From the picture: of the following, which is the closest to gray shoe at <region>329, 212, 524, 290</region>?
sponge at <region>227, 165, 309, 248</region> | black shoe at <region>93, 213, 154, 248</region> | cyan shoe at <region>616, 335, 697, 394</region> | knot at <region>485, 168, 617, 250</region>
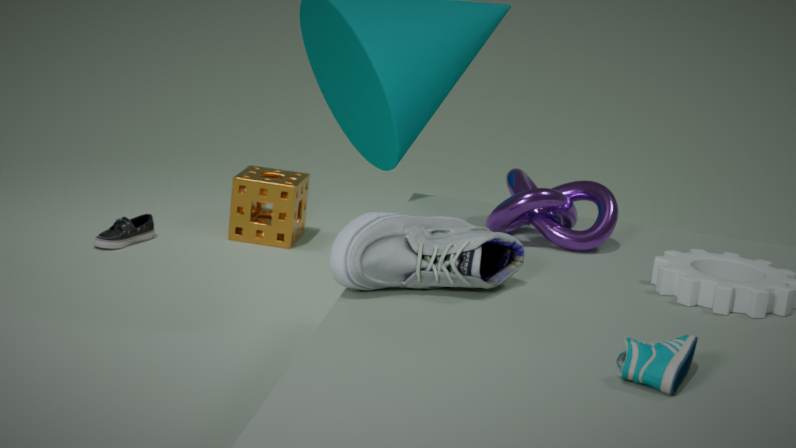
knot at <region>485, 168, 617, 250</region>
